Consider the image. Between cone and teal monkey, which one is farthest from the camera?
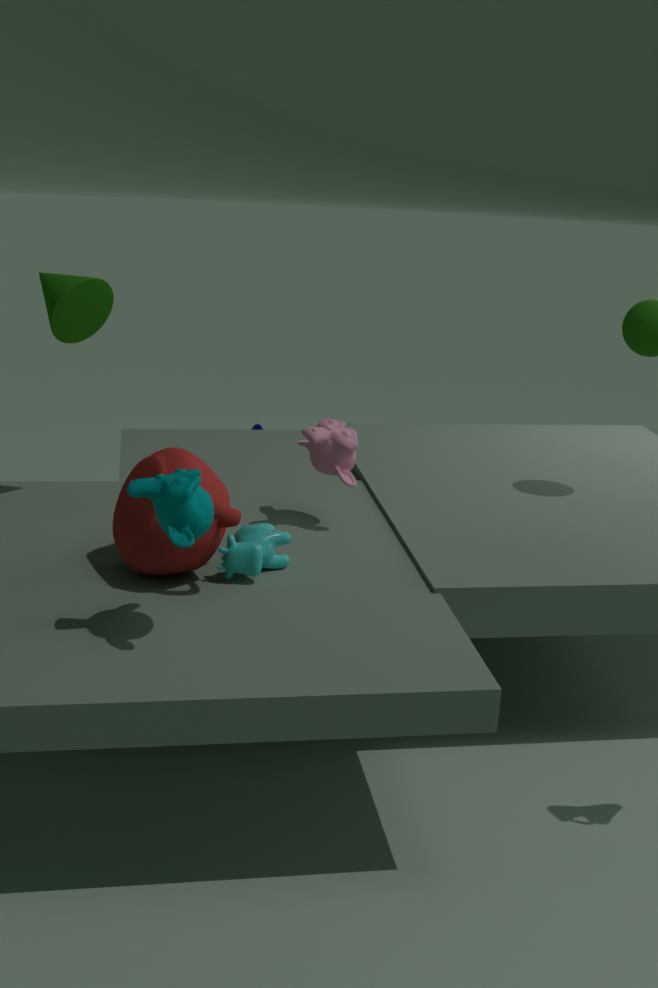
cone
